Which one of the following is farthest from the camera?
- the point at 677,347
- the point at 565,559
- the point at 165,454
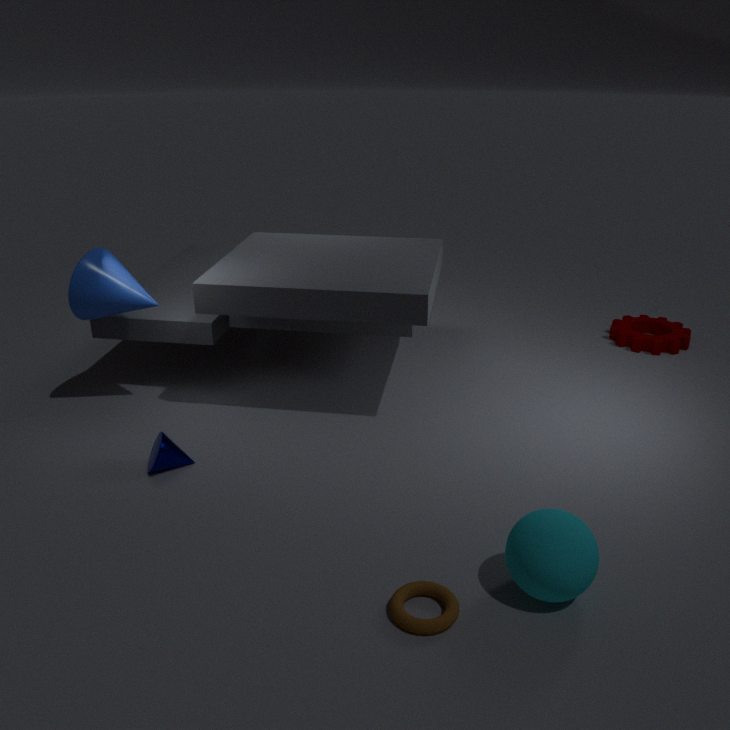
the point at 677,347
